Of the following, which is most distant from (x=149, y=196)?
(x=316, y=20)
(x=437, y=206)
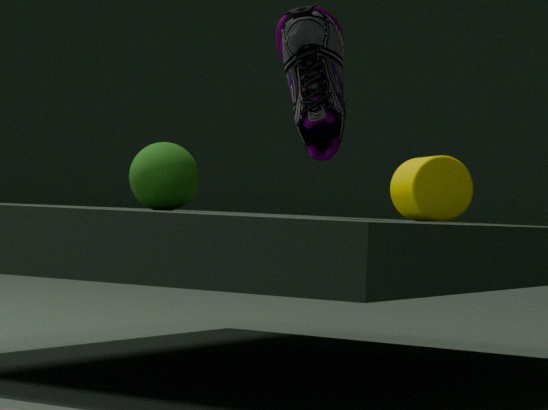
(x=437, y=206)
